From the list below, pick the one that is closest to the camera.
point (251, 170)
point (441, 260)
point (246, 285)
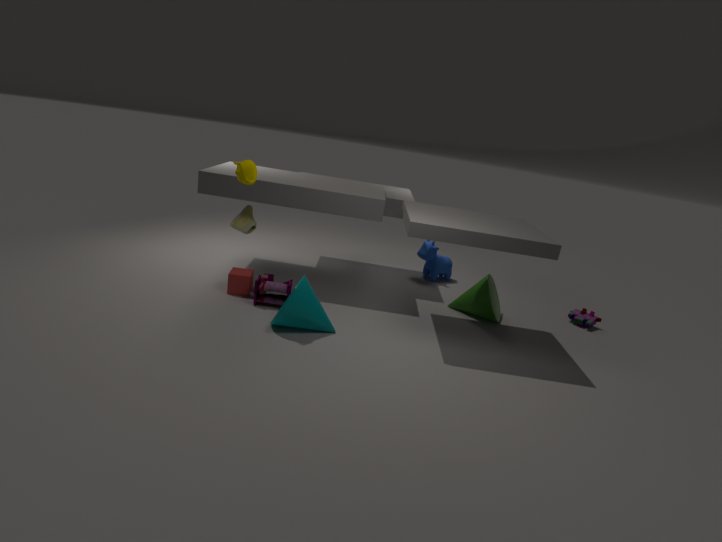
point (251, 170)
